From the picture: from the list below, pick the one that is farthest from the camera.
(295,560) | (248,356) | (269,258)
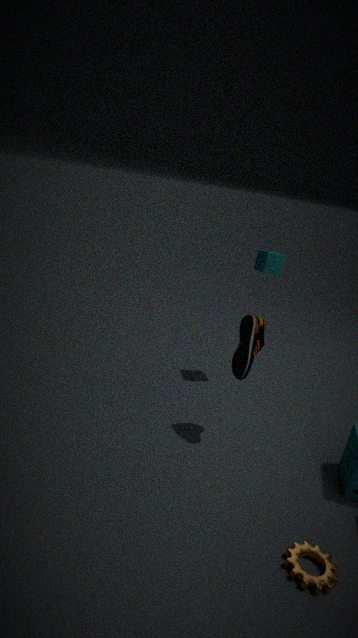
(269,258)
